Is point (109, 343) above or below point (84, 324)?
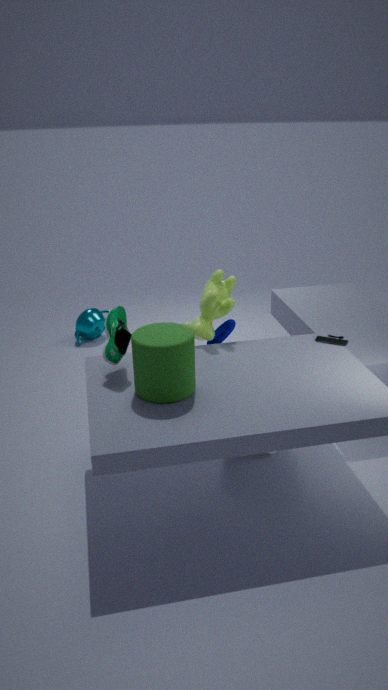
above
